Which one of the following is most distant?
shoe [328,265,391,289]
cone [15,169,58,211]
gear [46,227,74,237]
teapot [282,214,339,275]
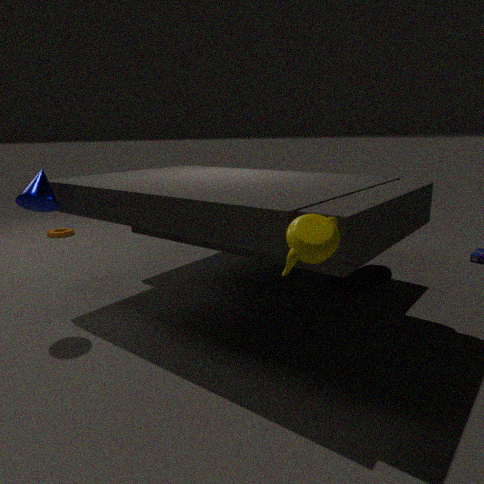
gear [46,227,74,237]
